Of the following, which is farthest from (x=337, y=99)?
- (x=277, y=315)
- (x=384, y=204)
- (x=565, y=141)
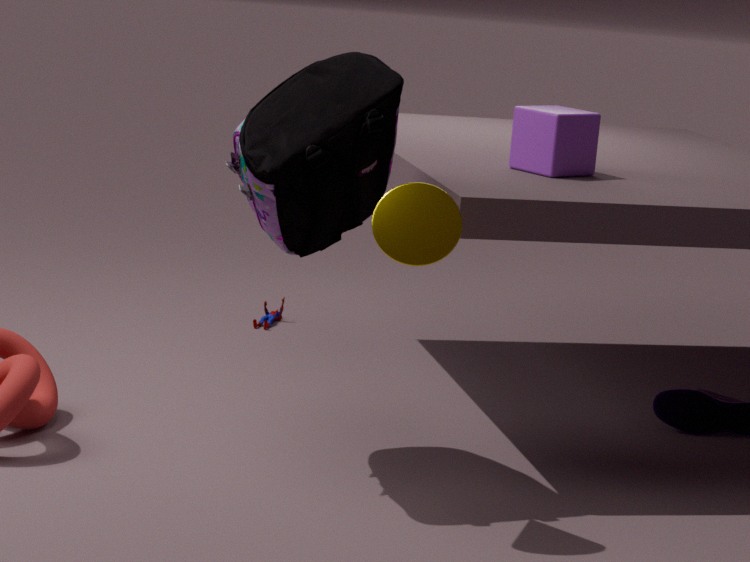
(x=277, y=315)
